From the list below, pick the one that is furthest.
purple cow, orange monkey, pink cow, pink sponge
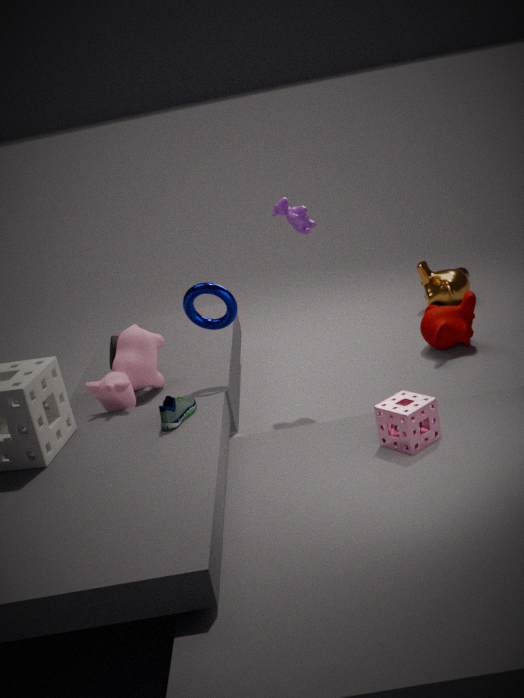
orange monkey
